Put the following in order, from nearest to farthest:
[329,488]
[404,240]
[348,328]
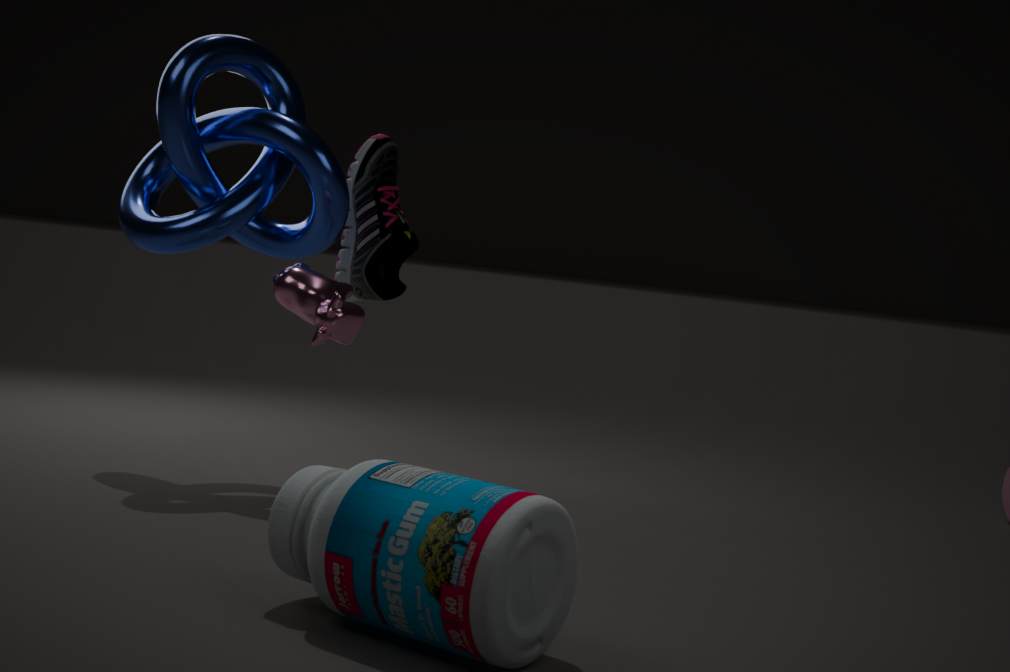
[329,488]
[348,328]
[404,240]
